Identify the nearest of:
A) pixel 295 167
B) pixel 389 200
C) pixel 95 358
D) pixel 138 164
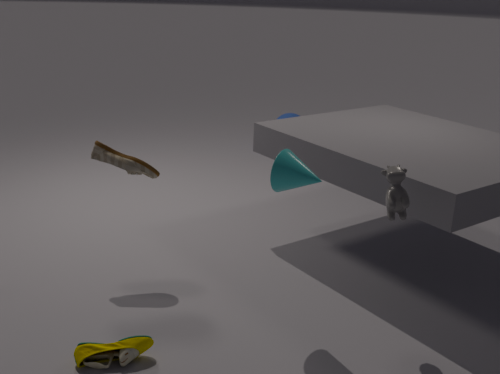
pixel 95 358
